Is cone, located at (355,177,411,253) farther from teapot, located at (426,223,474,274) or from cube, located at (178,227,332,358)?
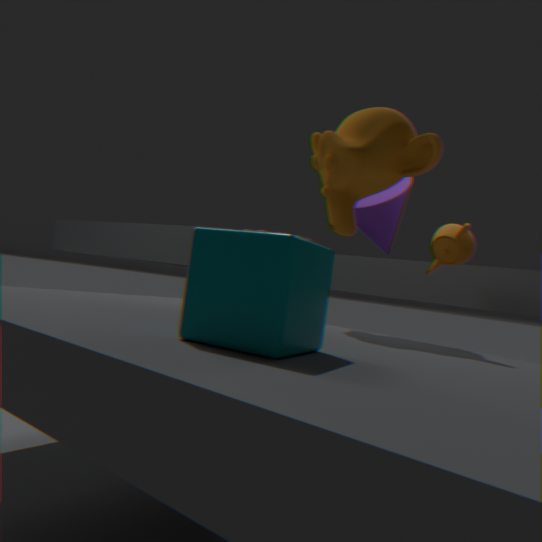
cube, located at (178,227,332,358)
